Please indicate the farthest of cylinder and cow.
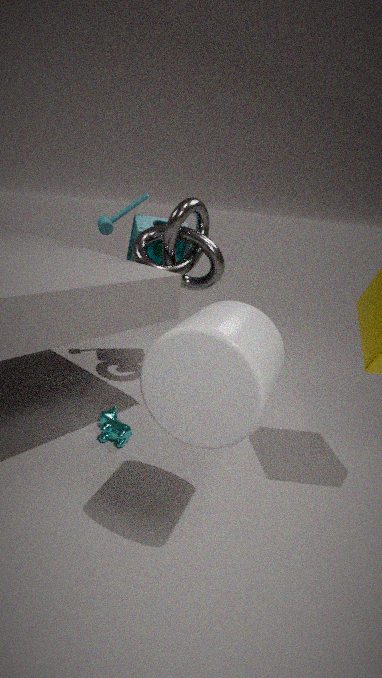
cow
